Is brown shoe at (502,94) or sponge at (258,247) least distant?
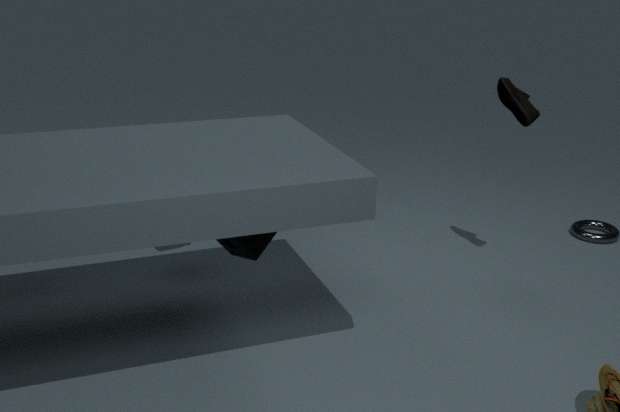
sponge at (258,247)
